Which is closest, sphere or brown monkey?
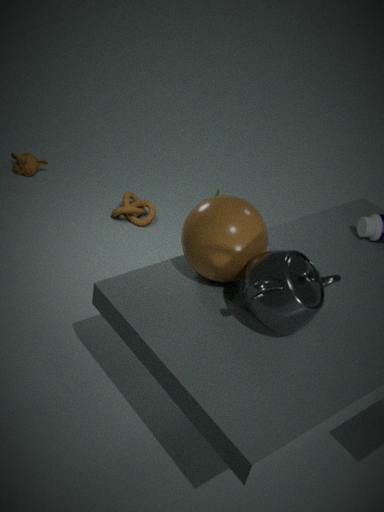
sphere
